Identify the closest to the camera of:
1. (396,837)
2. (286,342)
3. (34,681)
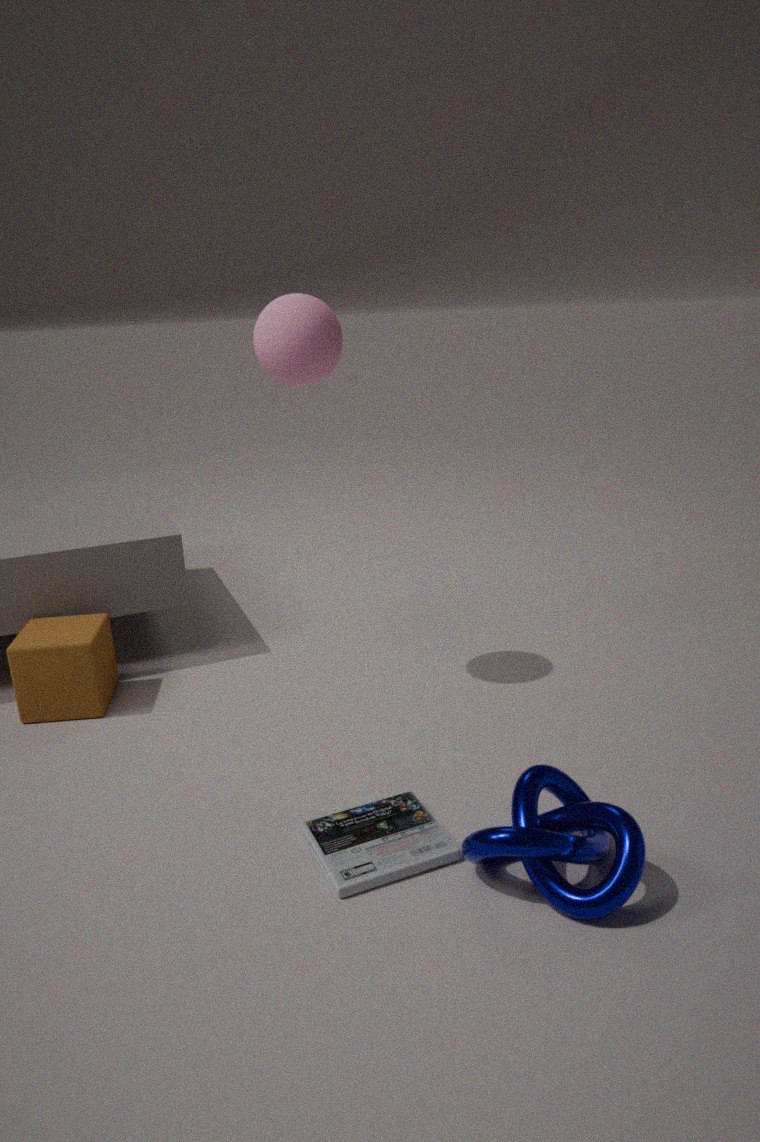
(396,837)
